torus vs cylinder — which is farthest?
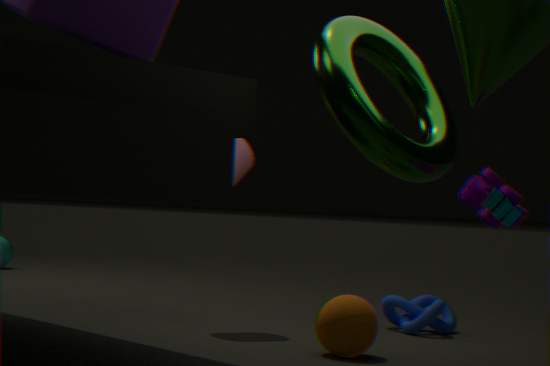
cylinder
